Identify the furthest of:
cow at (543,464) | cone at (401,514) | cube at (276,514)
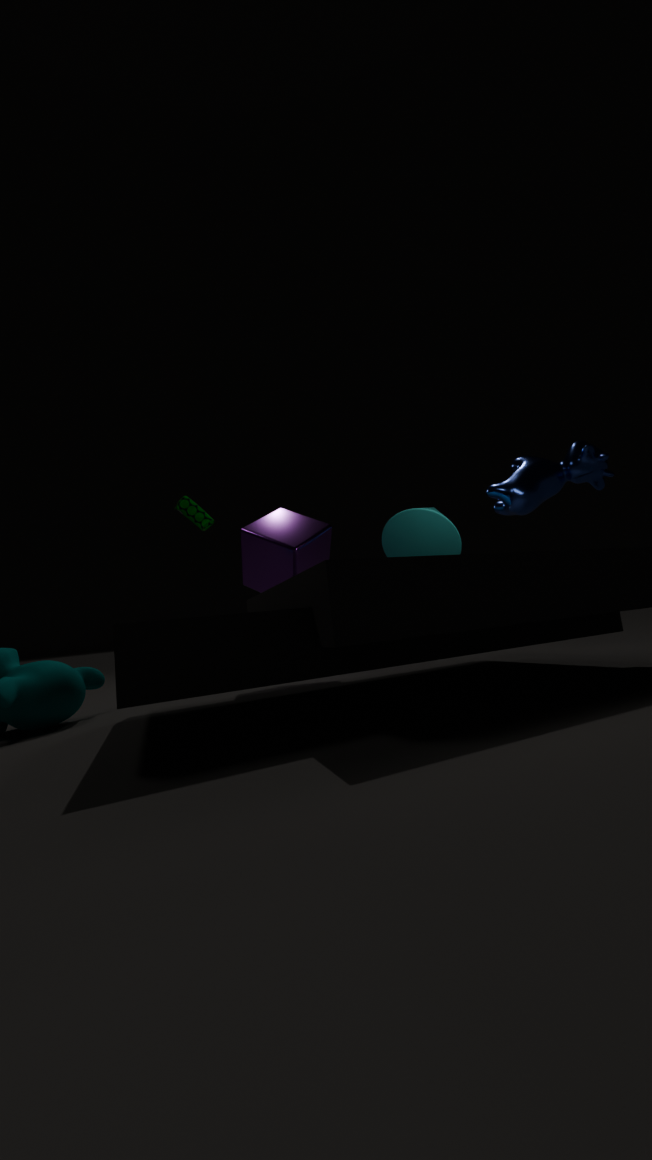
cone at (401,514)
